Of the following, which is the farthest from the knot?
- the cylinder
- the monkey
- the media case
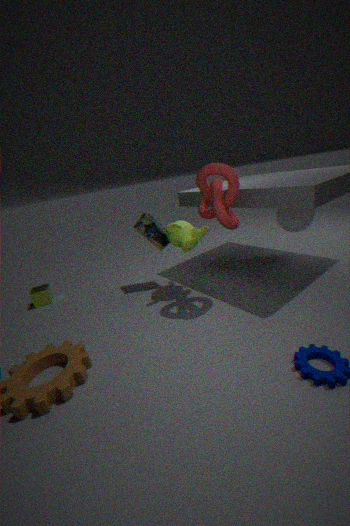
the cylinder
